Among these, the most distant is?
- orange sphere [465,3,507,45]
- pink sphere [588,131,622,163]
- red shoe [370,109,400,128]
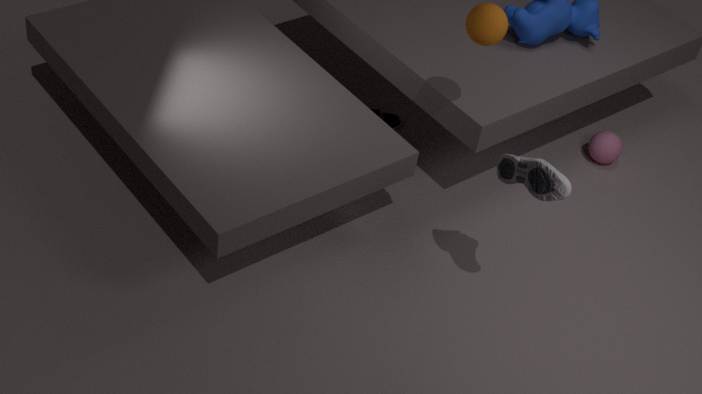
red shoe [370,109,400,128]
